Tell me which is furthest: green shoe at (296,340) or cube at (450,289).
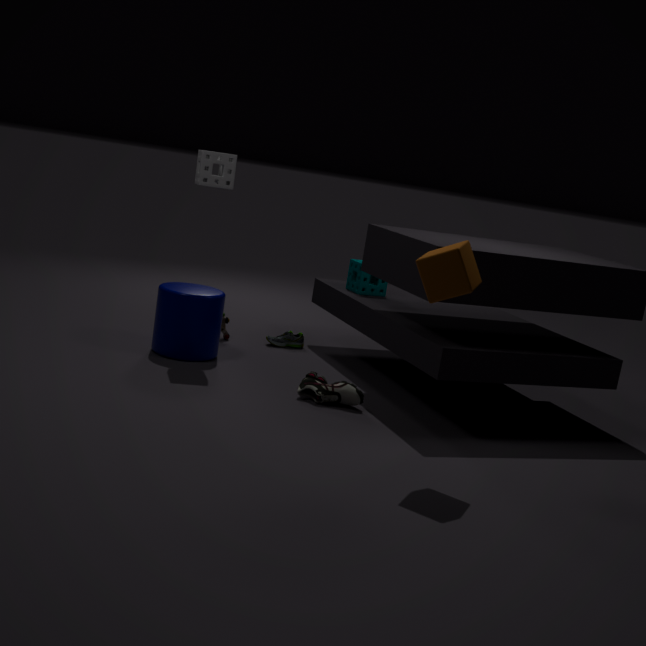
green shoe at (296,340)
